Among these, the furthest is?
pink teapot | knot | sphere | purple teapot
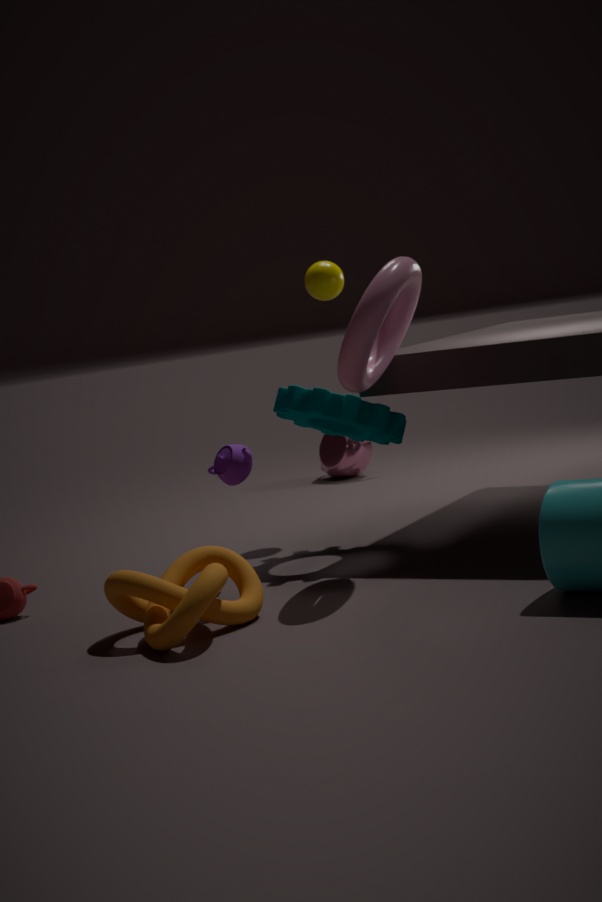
pink teapot
